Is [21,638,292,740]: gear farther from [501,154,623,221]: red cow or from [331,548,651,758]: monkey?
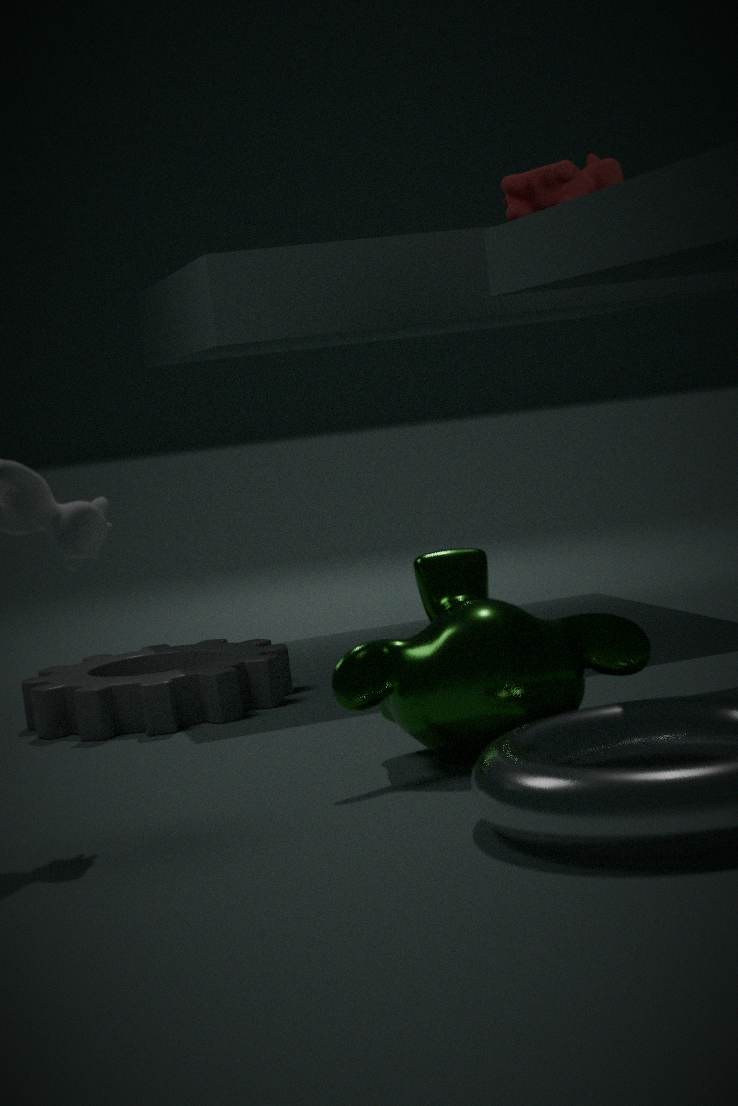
[501,154,623,221]: red cow
